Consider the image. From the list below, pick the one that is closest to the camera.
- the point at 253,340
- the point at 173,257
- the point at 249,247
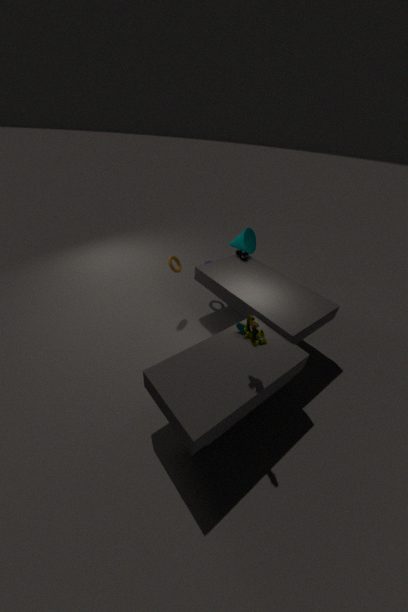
the point at 253,340
